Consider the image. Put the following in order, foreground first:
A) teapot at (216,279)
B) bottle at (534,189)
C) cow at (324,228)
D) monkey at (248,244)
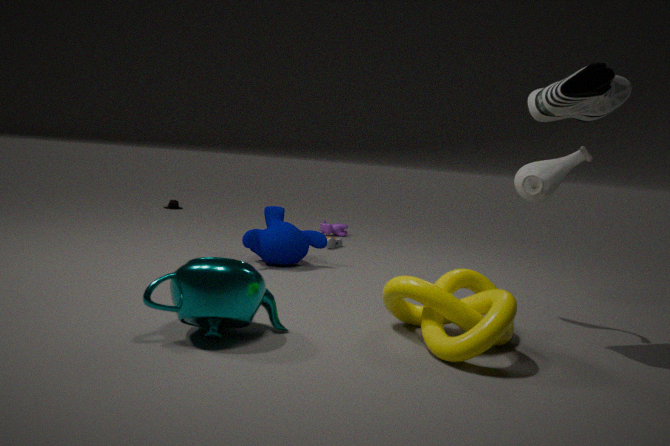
teapot at (216,279), bottle at (534,189), monkey at (248,244), cow at (324,228)
